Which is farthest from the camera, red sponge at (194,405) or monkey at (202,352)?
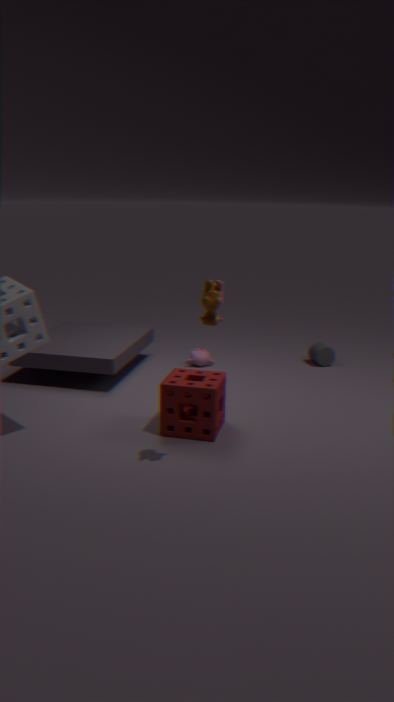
monkey at (202,352)
